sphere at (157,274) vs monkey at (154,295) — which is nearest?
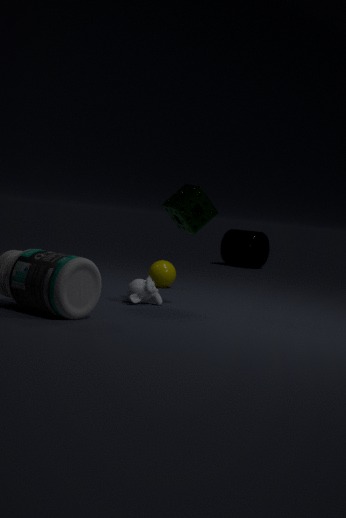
monkey at (154,295)
